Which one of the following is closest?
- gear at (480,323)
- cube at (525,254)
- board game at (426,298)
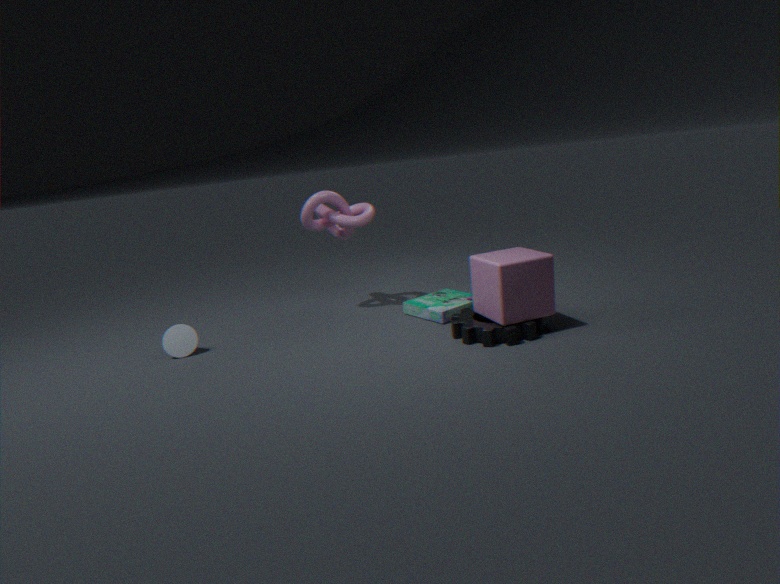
cube at (525,254)
